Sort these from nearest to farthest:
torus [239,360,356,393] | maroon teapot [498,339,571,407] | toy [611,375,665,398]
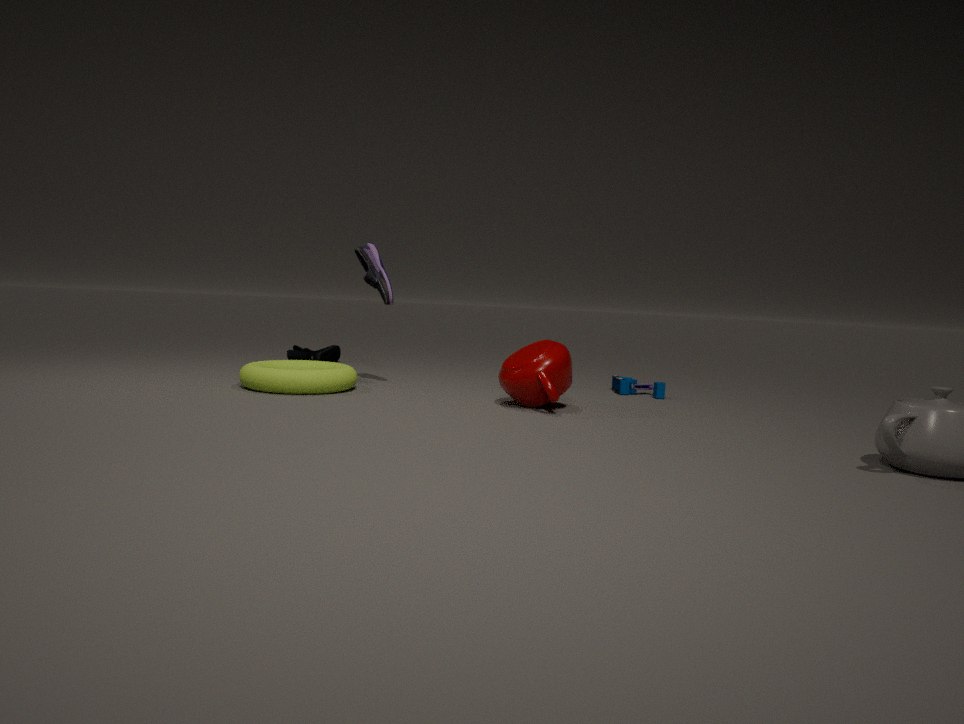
maroon teapot [498,339,571,407]
torus [239,360,356,393]
toy [611,375,665,398]
